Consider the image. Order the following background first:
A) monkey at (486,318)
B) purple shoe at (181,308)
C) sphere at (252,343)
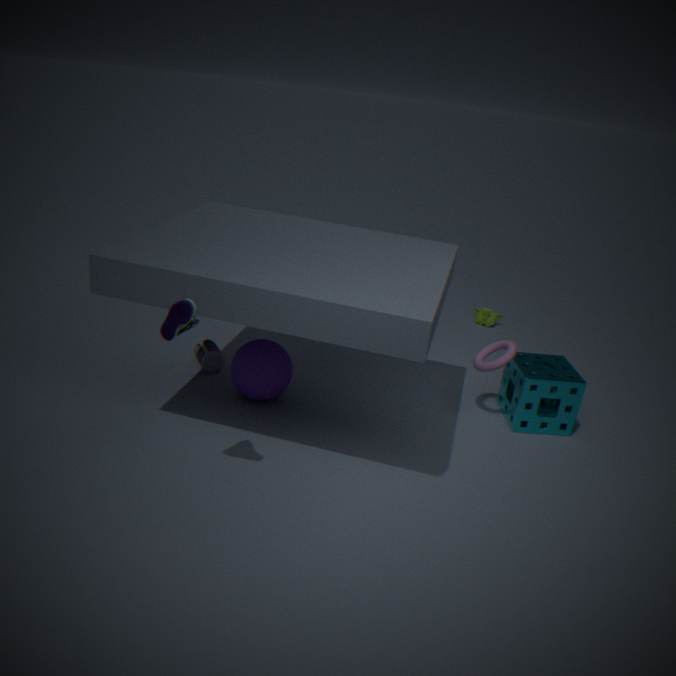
monkey at (486,318)
sphere at (252,343)
purple shoe at (181,308)
